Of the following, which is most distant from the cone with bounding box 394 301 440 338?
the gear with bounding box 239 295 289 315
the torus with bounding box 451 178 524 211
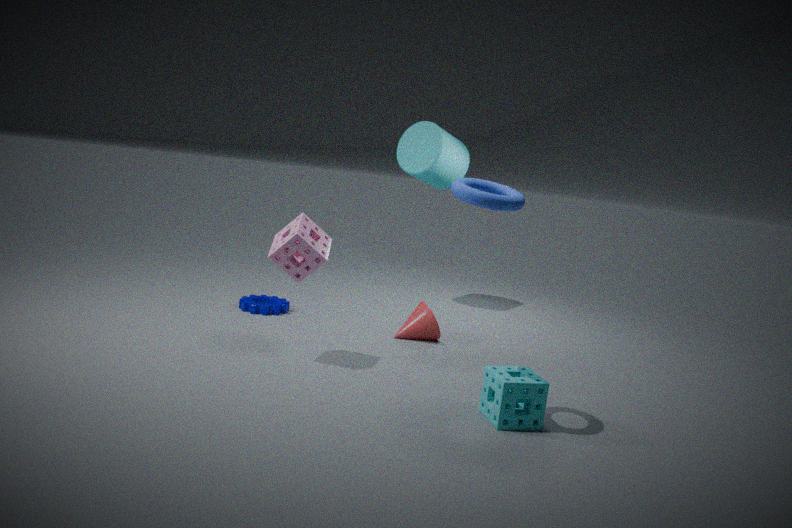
the torus with bounding box 451 178 524 211
